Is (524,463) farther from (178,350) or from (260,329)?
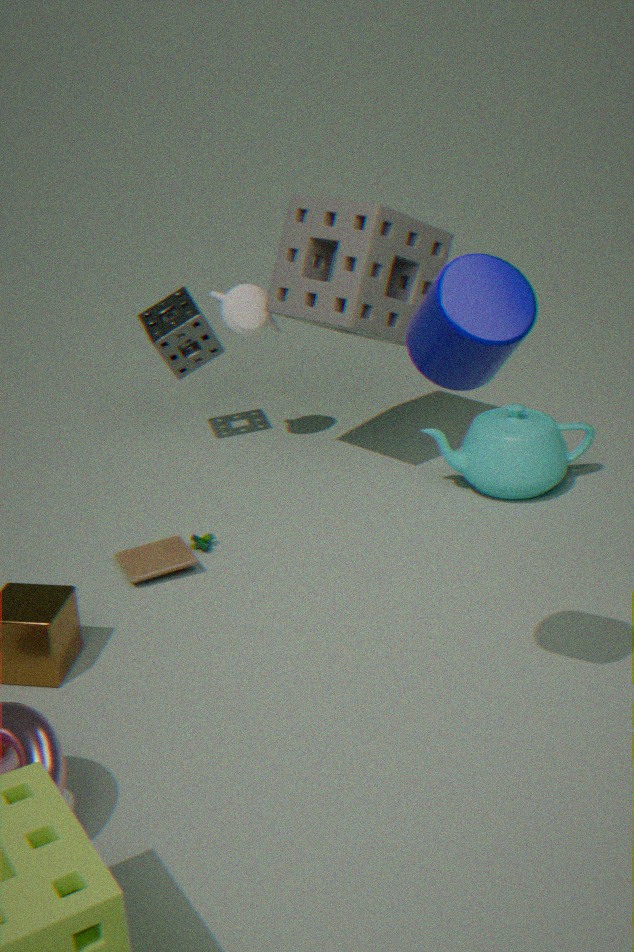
(178,350)
